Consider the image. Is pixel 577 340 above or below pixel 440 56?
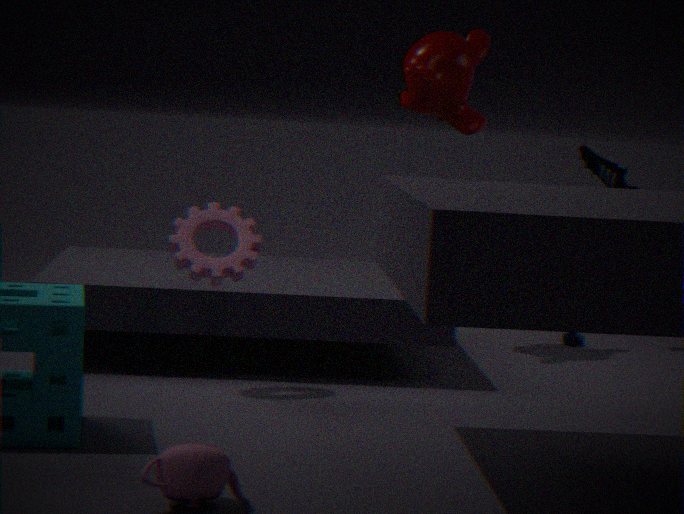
below
